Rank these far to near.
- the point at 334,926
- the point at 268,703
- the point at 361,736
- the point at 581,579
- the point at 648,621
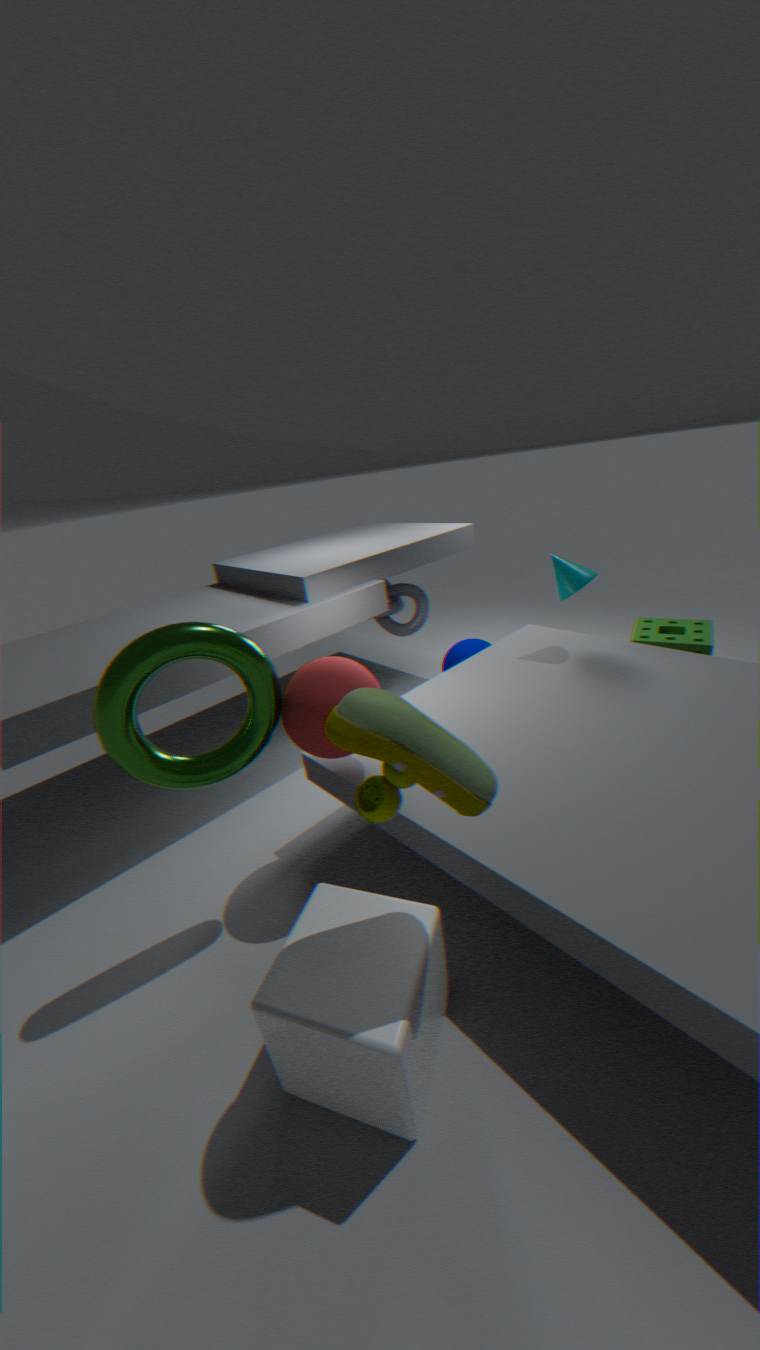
the point at 648,621
the point at 581,579
the point at 268,703
the point at 334,926
the point at 361,736
